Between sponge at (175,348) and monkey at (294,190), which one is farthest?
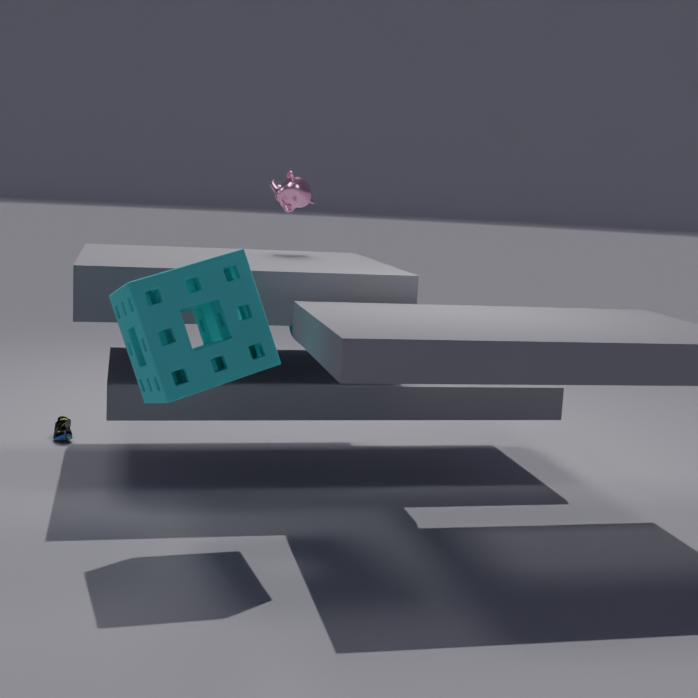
monkey at (294,190)
